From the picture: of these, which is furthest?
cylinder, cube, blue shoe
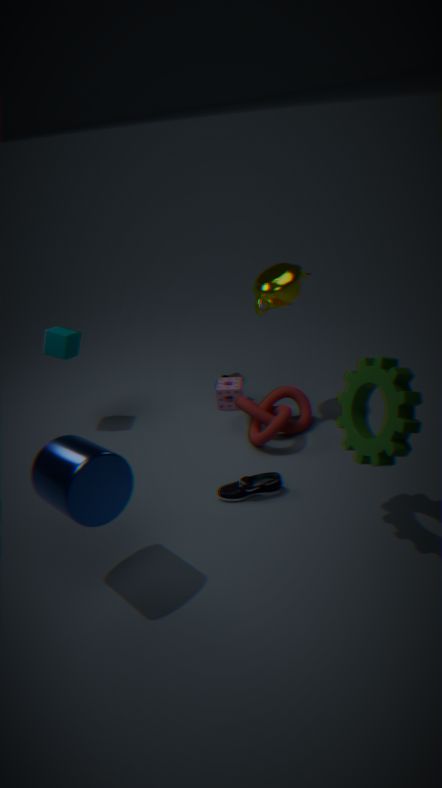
cube
